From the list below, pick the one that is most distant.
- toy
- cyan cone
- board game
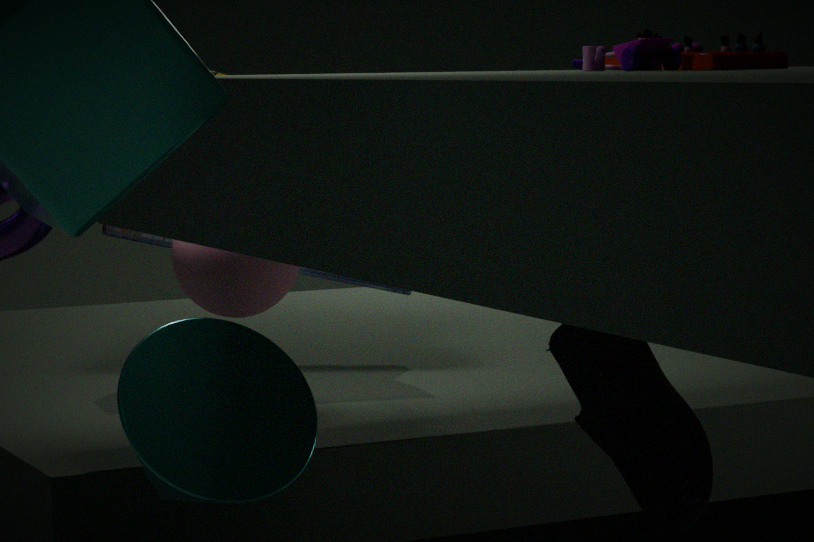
board game
